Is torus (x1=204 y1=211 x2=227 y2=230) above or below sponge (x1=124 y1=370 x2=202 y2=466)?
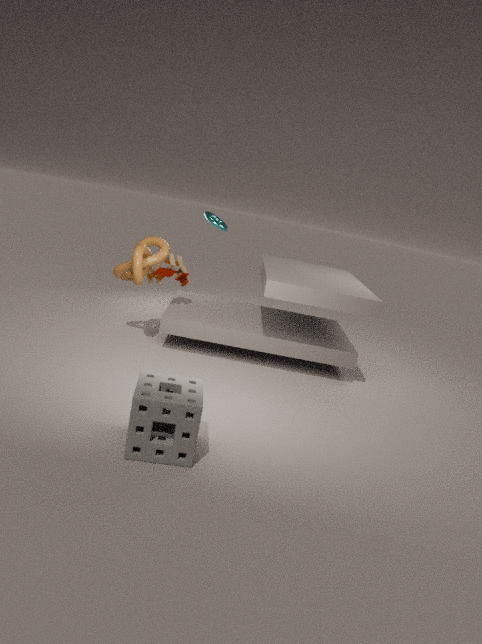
above
